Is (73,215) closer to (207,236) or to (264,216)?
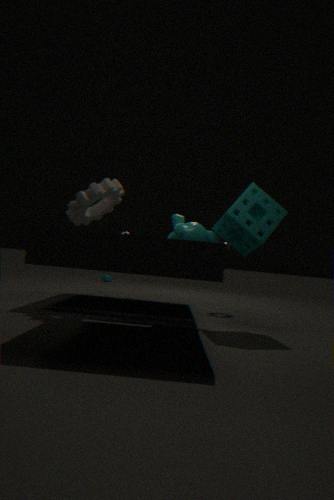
(207,236)
